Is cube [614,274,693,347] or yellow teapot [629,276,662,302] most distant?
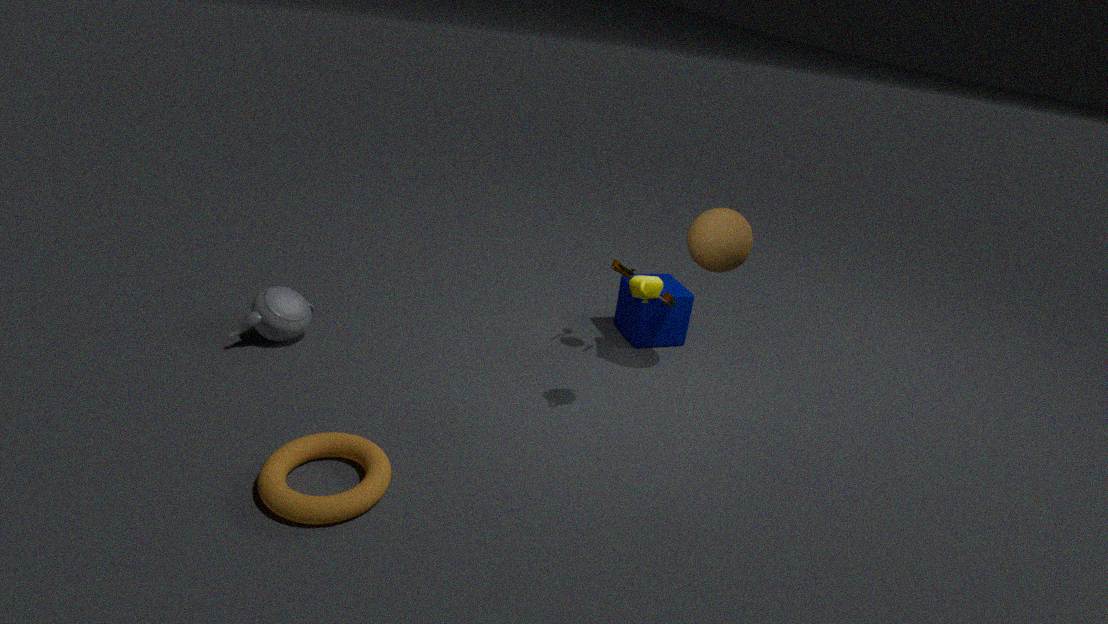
cube [614,274,693,347]
